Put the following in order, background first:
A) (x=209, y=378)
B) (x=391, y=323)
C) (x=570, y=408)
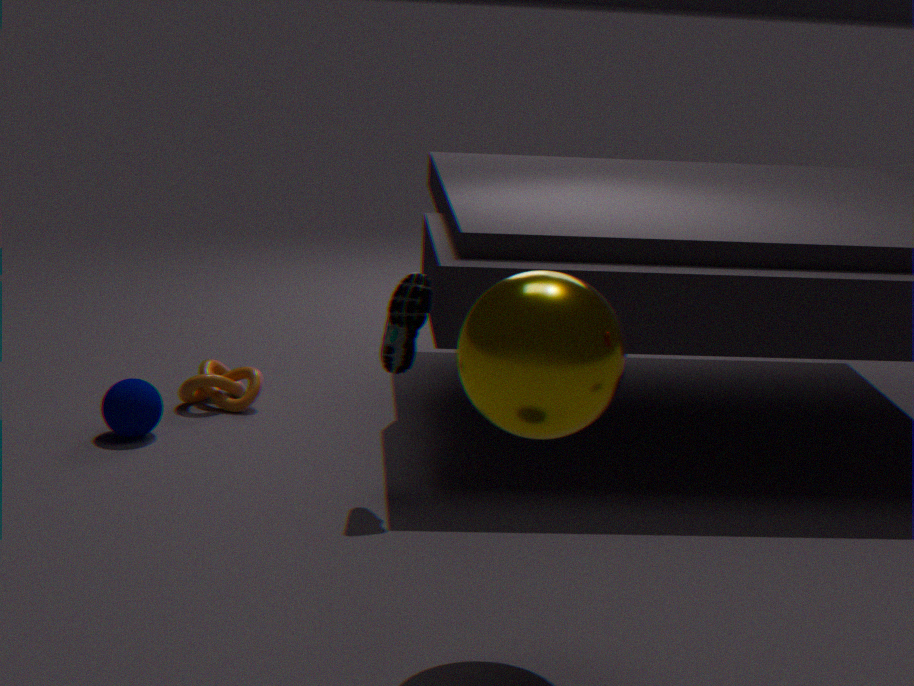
(x=209, y=378), (x=391, y=323), (x=570, y=408)
